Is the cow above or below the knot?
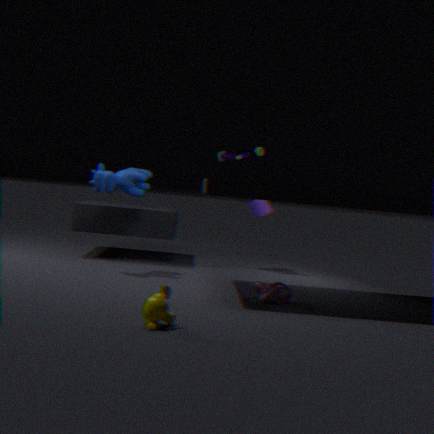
above
